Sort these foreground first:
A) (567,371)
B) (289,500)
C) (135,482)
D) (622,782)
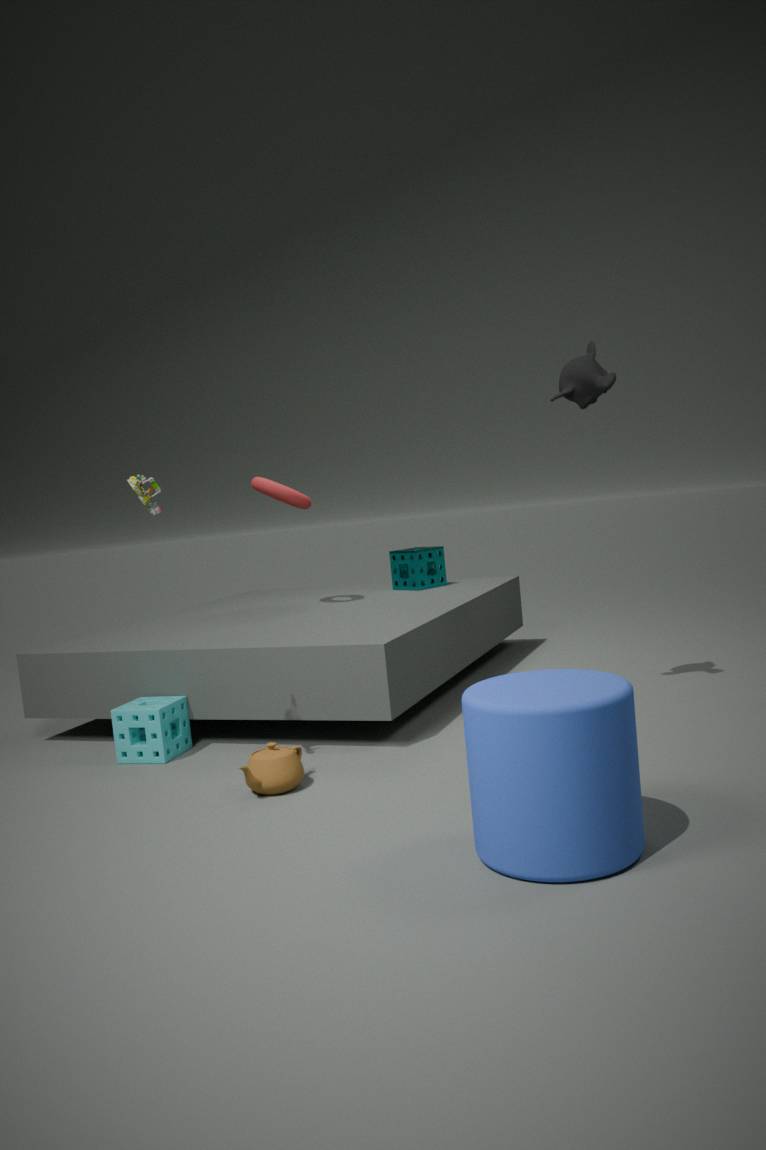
1. (622,782)
2. (135,482)
3. (567,371)
4. (289,500)
